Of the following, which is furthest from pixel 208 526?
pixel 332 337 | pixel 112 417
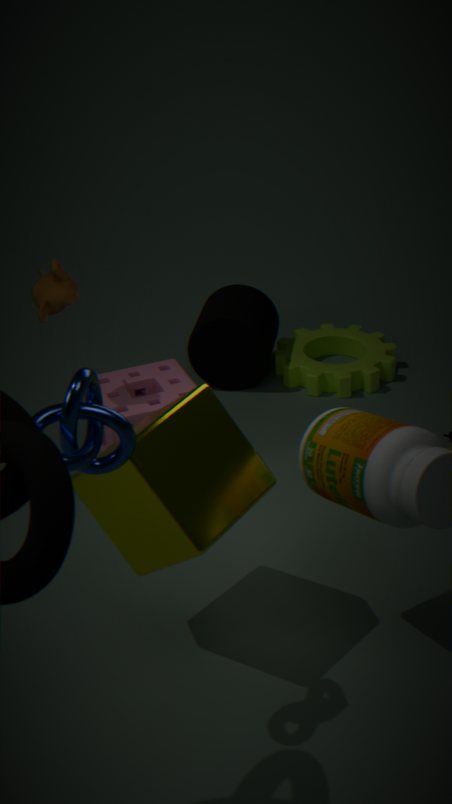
pixel 332 337
